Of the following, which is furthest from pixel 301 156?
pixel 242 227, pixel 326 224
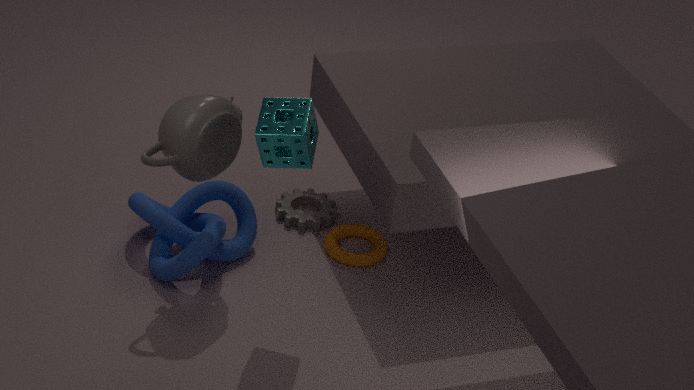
pixel 326 224
